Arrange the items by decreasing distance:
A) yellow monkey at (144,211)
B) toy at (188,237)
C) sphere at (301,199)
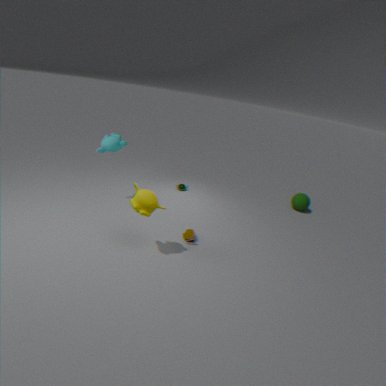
1. sphere at (301,199)
2. toy at (188,237)
3. yellow monkey at (144,211)
